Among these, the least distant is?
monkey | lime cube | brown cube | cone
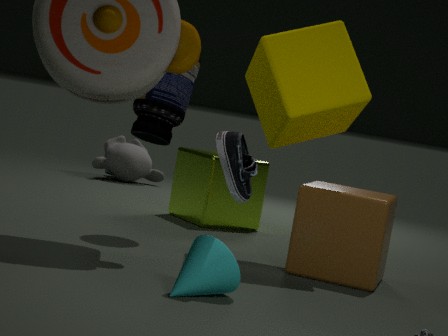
cone
